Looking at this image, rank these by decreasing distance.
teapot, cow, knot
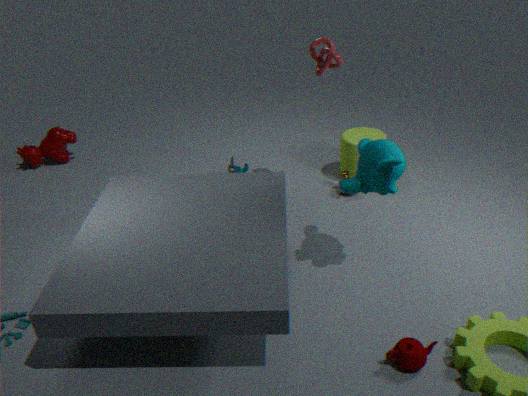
cow
knot
teapot
